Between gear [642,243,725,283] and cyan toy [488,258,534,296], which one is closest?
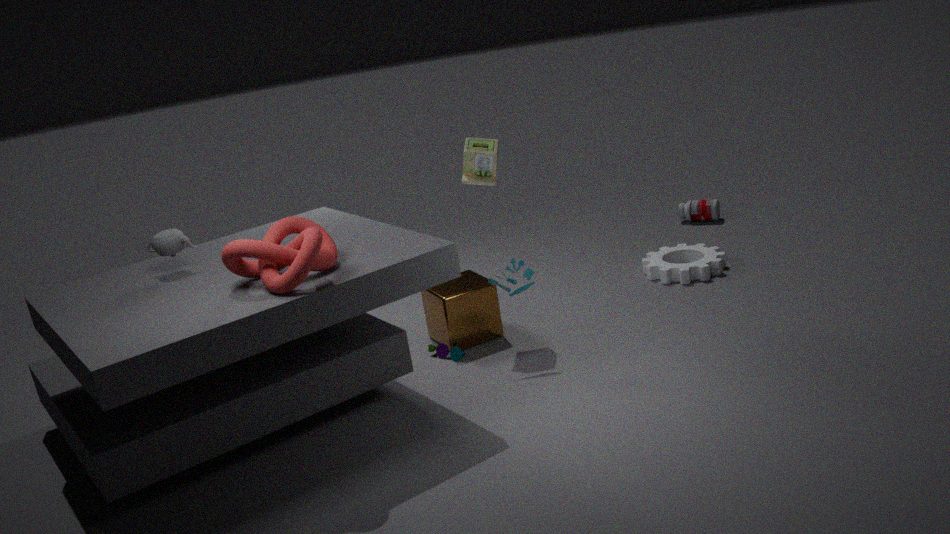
cyan toy [488,258,534,296]
